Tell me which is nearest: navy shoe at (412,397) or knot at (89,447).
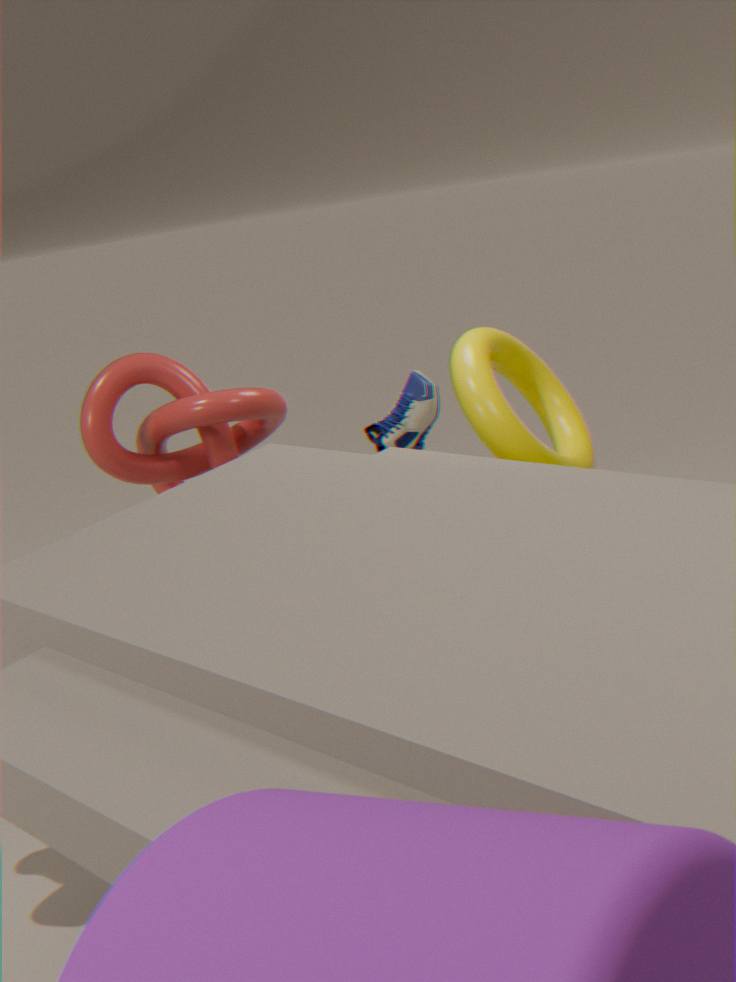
knot at (89,447)
